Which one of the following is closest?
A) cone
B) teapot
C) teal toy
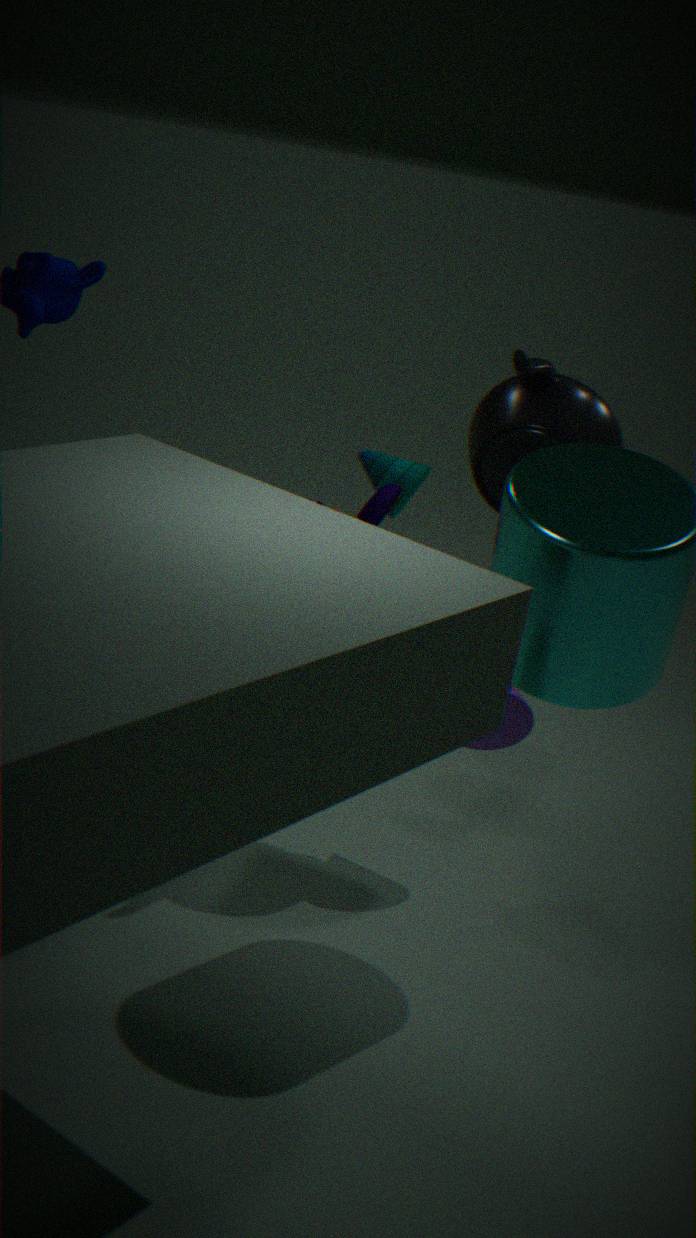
teapot
